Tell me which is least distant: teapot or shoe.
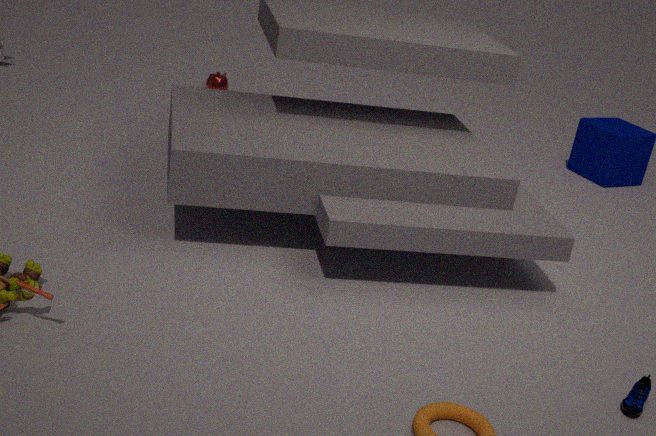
shoe
